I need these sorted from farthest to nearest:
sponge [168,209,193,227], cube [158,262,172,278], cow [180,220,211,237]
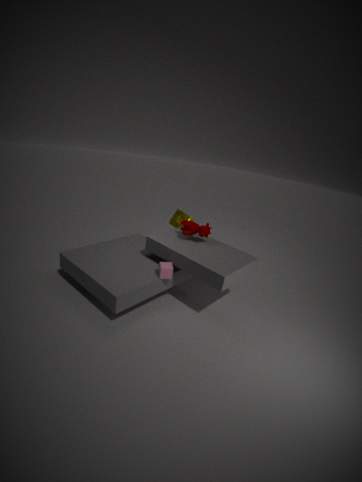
sponge [168,209,193,227]
cow [180,220,211,237]
cube [158,262,172,278]
